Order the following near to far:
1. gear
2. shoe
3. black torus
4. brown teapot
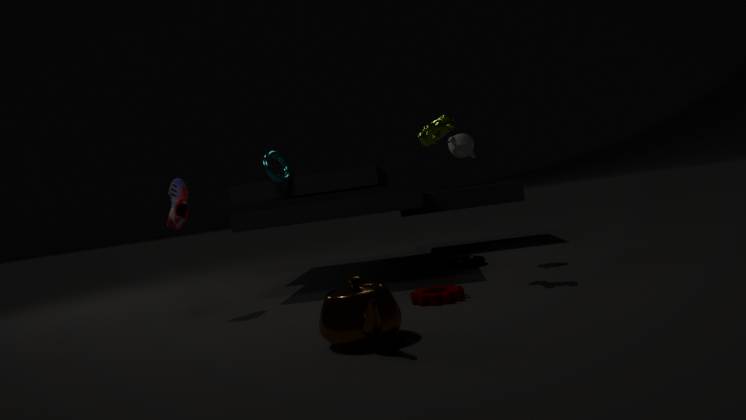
brown teapot, gear, shoe, black torus
